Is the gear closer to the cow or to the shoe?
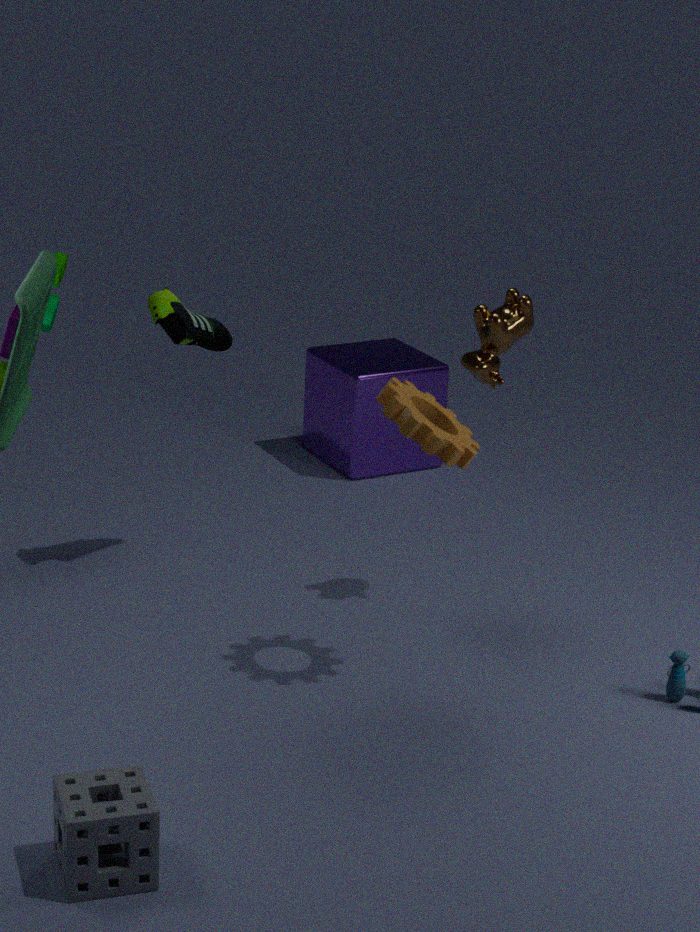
the cow
